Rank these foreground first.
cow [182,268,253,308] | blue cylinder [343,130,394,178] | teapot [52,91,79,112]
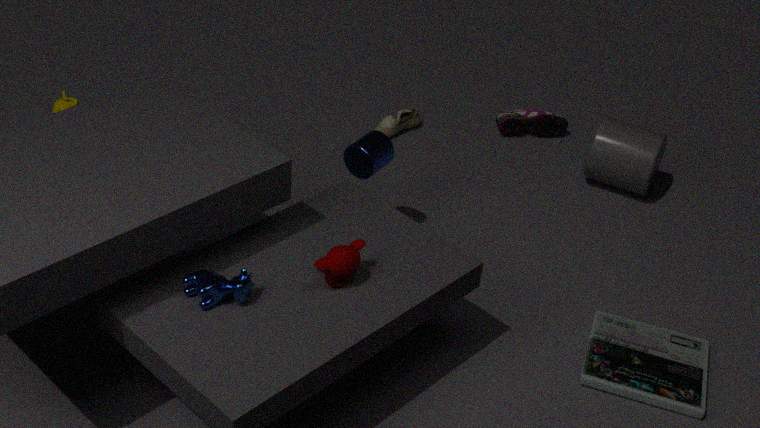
cow [182,268,253,308]
blue cylinder [343,130,394,178]
teapot [52,91,79,112]
